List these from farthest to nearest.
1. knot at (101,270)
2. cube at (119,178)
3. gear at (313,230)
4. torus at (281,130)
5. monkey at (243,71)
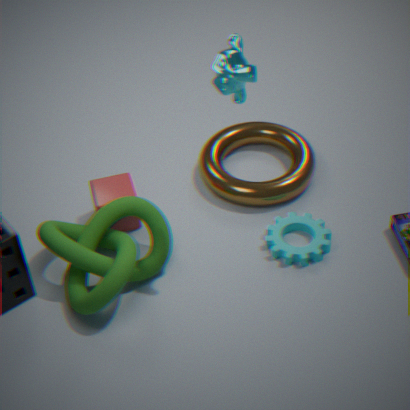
torus at (281,130) → cube at (119,178) → gear at (313,230) → knot at (101,270) → monkey at (243,71)
